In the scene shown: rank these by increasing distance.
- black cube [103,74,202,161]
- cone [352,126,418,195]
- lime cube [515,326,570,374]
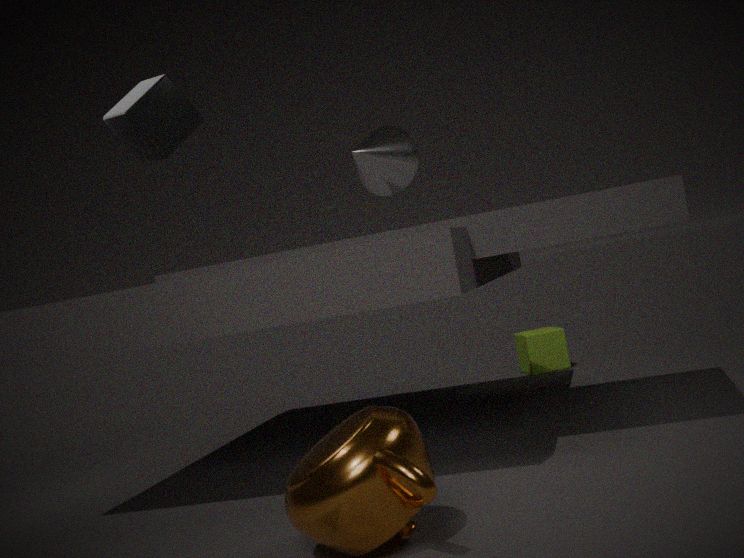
1. black cube [103,74,202,161]
2. cone [352,126,418,195]
3. lime cube [515,326,570,374]
